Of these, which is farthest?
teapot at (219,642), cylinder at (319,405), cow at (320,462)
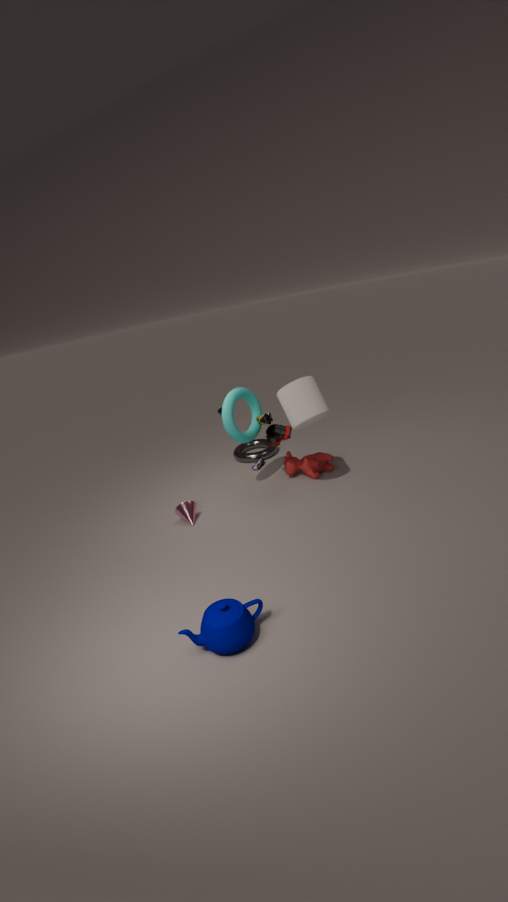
cow at (320,462)
